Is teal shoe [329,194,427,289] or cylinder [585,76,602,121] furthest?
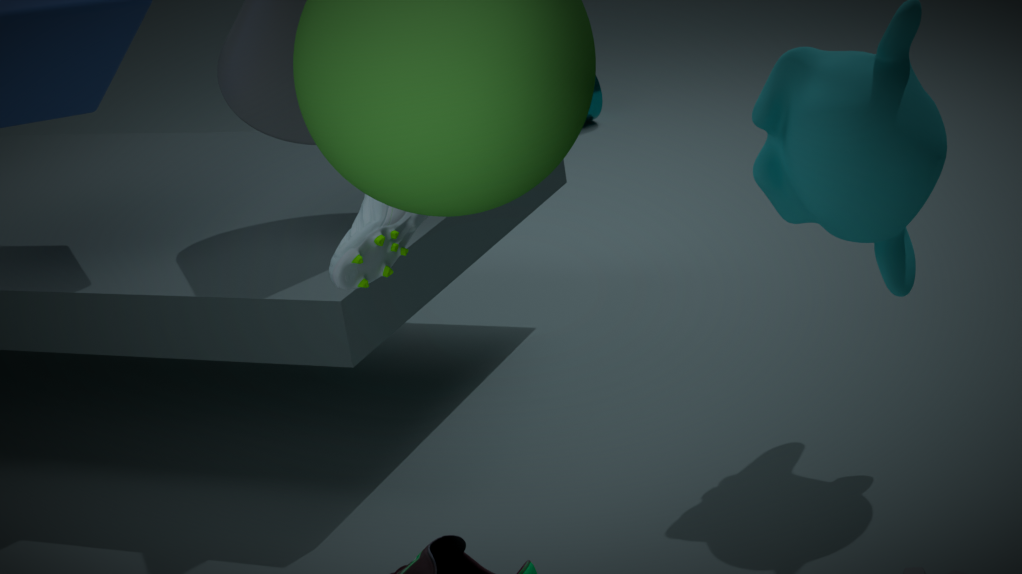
cylinder [585,76,602,121]
